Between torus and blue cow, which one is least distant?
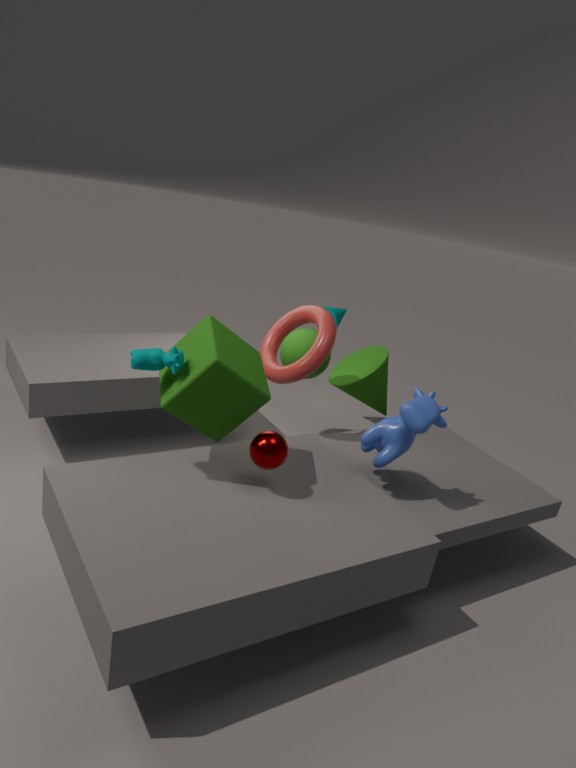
blue cow
